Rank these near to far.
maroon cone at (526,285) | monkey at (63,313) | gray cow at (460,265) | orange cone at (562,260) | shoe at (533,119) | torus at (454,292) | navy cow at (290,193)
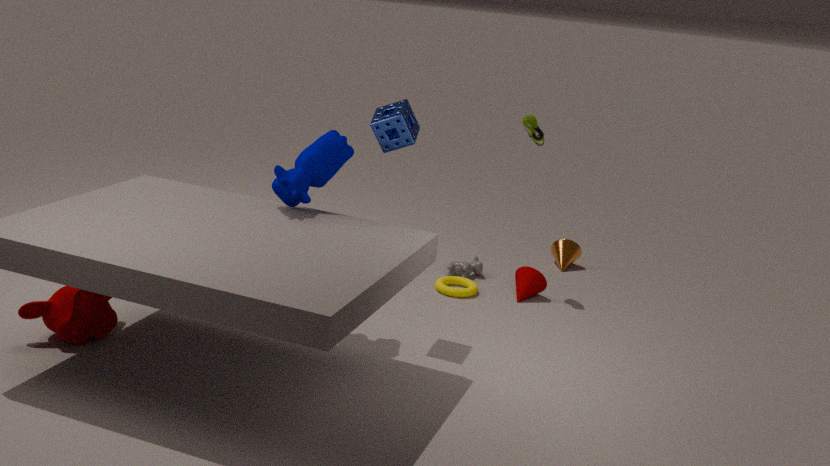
monkey at (63,313)
navy cow at (290,193)
torus at (454,292)
shoe at (533,119)
maroon cone at (526,285)
gray cow at (460,265)
orange cone at (562,260)
